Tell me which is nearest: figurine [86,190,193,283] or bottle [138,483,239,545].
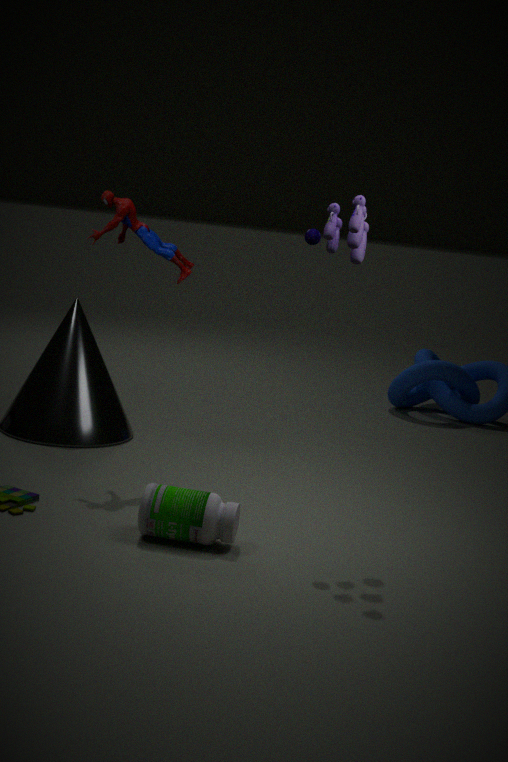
bottle [138,483,239,545]
